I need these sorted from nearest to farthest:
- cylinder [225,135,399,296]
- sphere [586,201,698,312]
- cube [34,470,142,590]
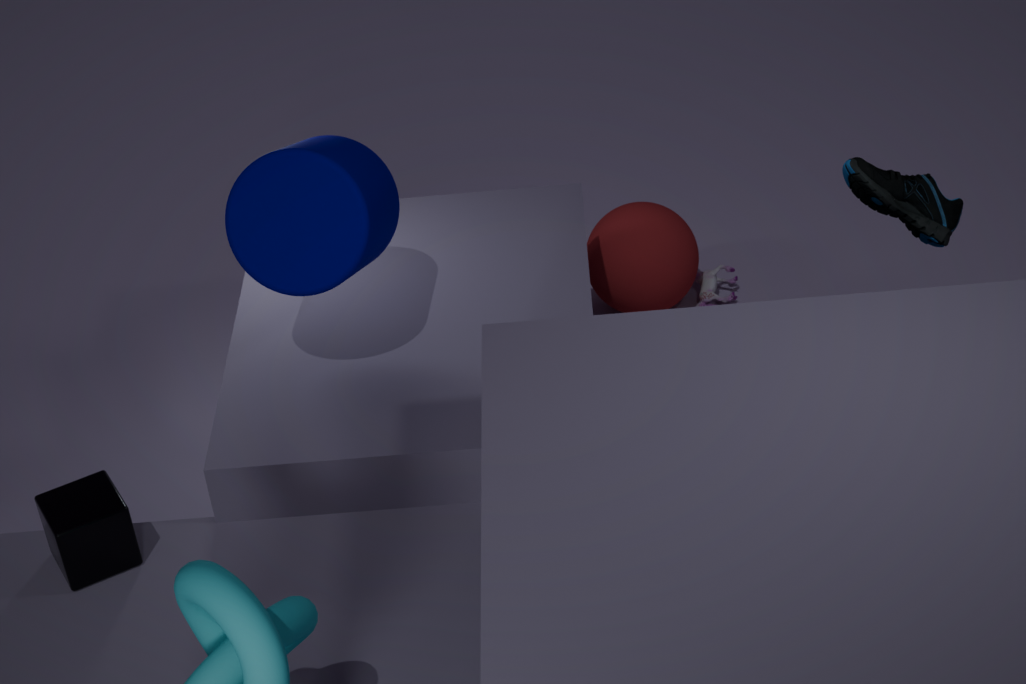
cube [34,470,142,590] → cylinder [225,135,399,296] → sphere [586,201,698,312]
